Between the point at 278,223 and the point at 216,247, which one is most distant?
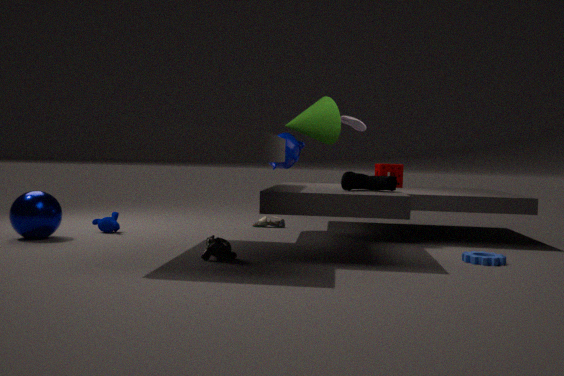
the point at 278,223
